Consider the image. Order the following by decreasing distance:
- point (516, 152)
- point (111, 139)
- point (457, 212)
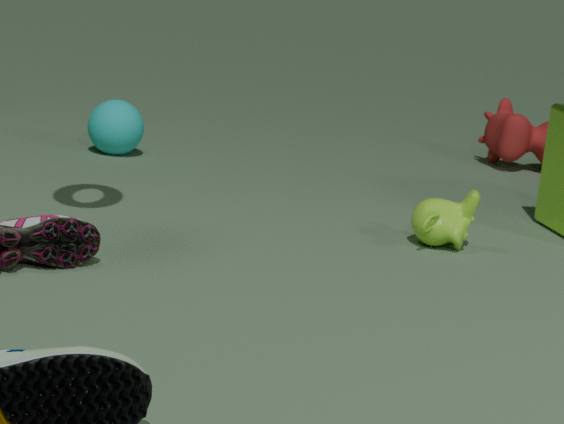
1. point (516, 152)
2. point (111, 139)
3. point (457, 212)
